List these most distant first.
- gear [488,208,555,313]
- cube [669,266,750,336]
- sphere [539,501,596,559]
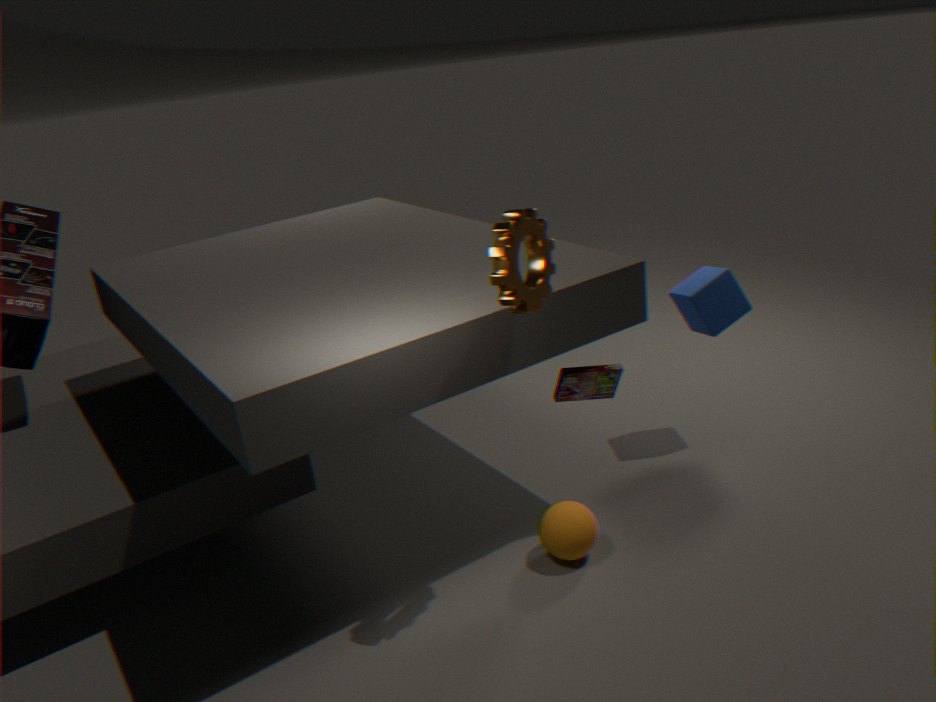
cube [669,266,750,336], sphere [539,501,596,559], gear [488,208,555,313]
